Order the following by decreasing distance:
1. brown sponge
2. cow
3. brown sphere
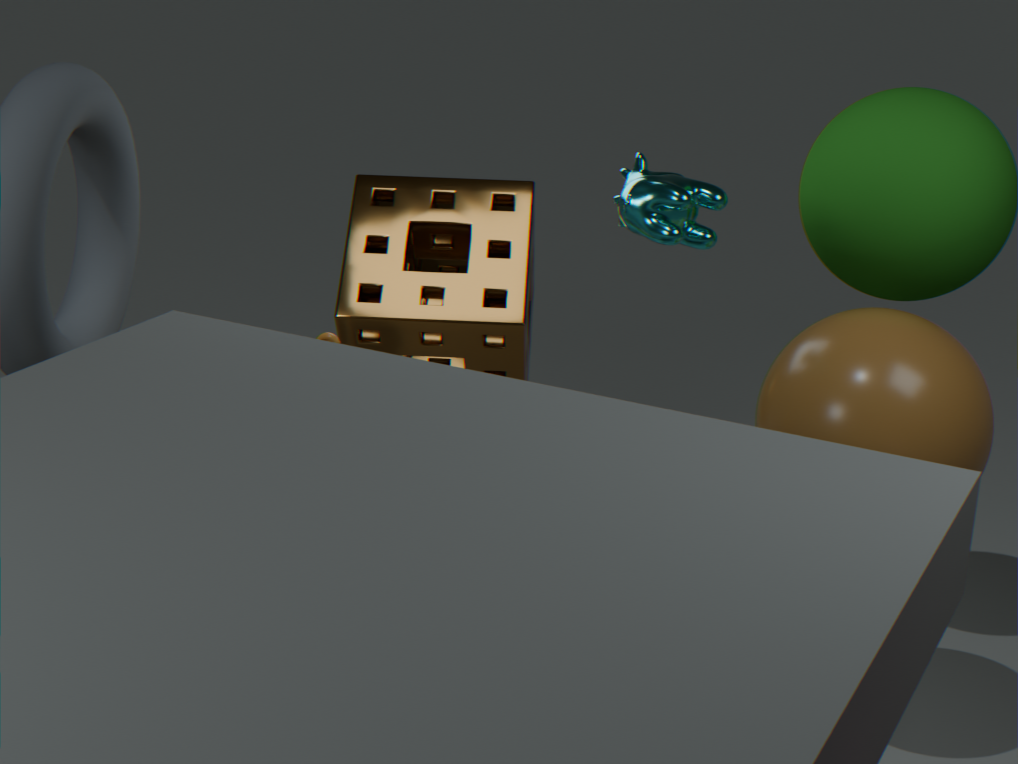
brown sponge < cow < brown sphere
